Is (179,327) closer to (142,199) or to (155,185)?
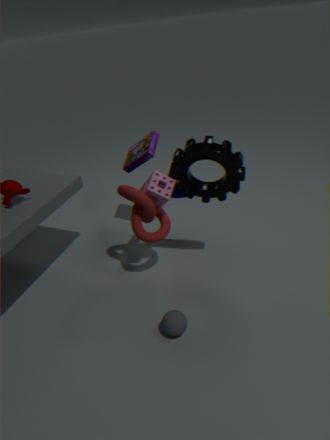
(142,199)
